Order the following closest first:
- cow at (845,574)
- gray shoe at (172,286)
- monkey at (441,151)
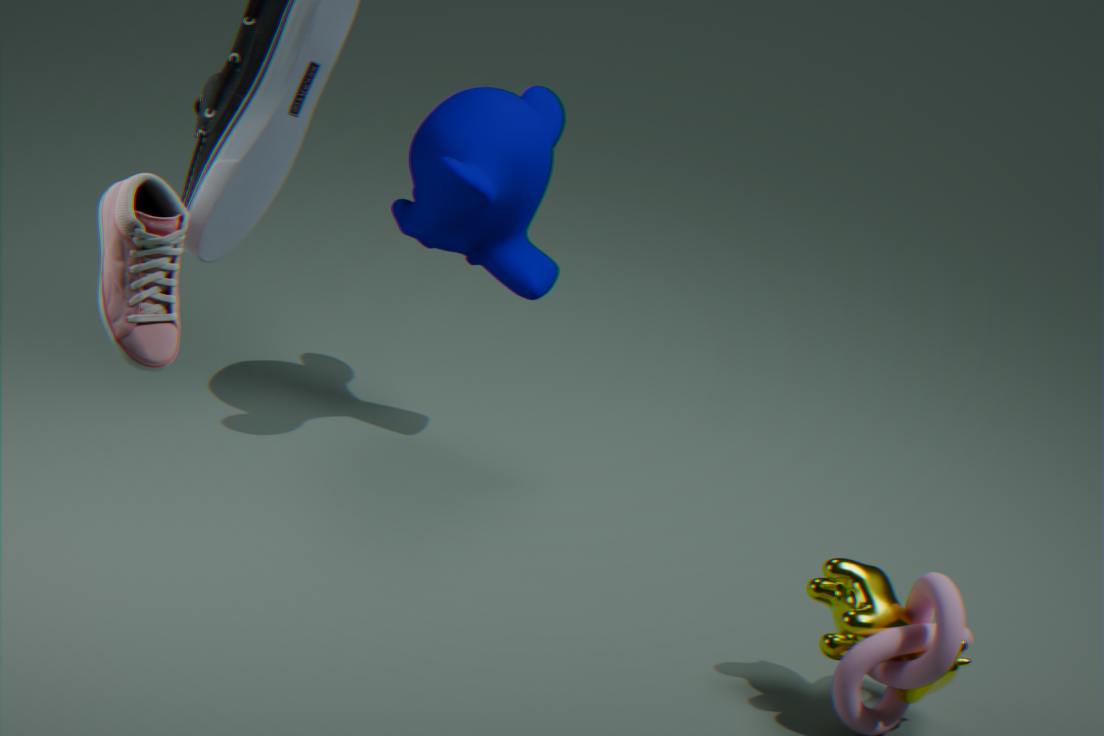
gray shoe at (172,286), cow at (845,574), monkey at (441,151)
